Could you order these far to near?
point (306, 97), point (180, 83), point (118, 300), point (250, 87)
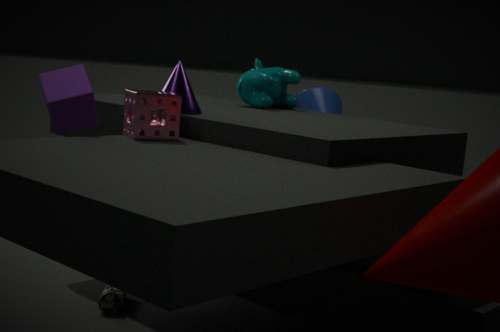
point (306, 97), point (250, 87), point (118, 300), point (180, 83)
